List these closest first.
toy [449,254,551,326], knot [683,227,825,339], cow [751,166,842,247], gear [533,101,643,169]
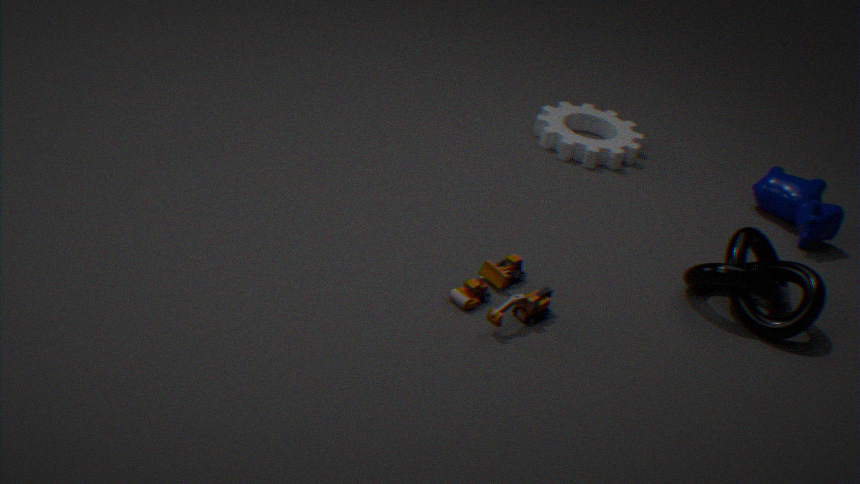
toy [449,254,551,326] < knot [683,227,825,339] < cow [751,166,842,247] < gear [533,101,643,169]
